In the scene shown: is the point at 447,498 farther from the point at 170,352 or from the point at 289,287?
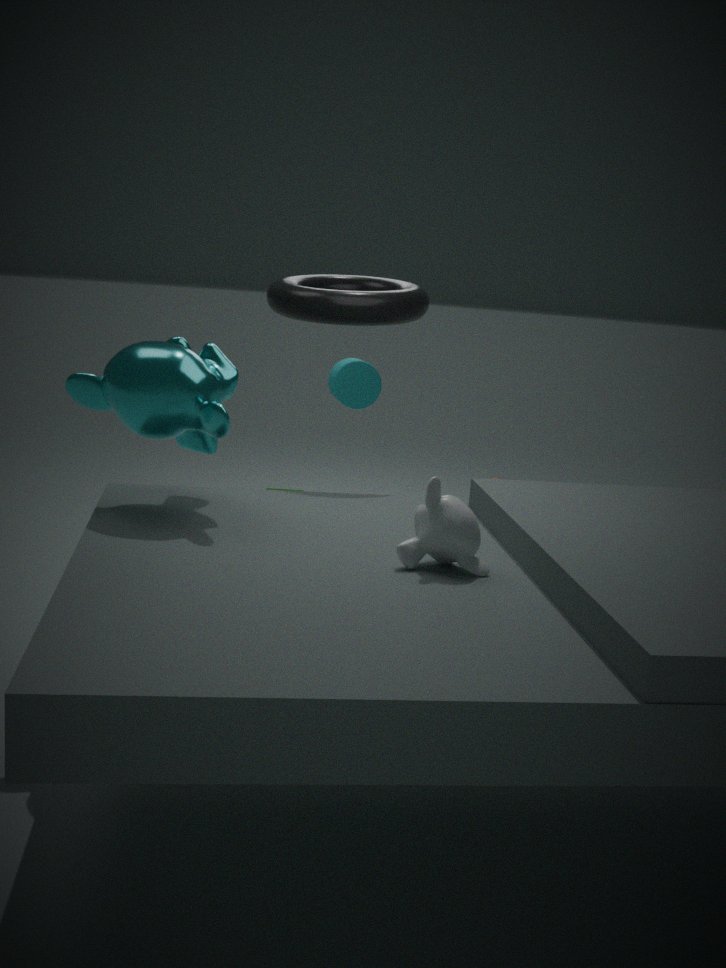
the point at 289,287
